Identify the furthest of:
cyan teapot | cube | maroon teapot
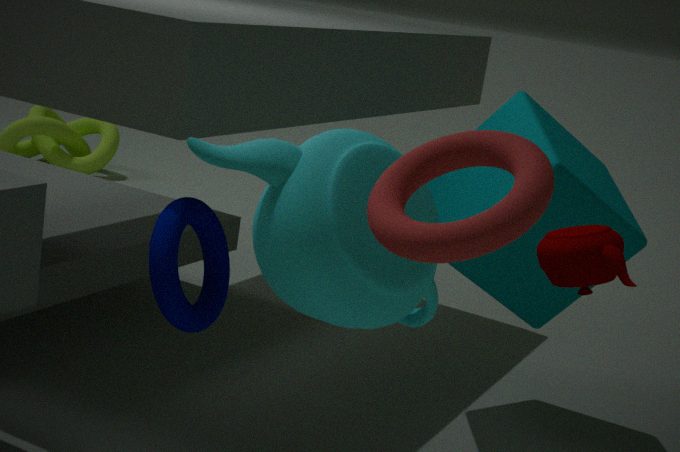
cube
